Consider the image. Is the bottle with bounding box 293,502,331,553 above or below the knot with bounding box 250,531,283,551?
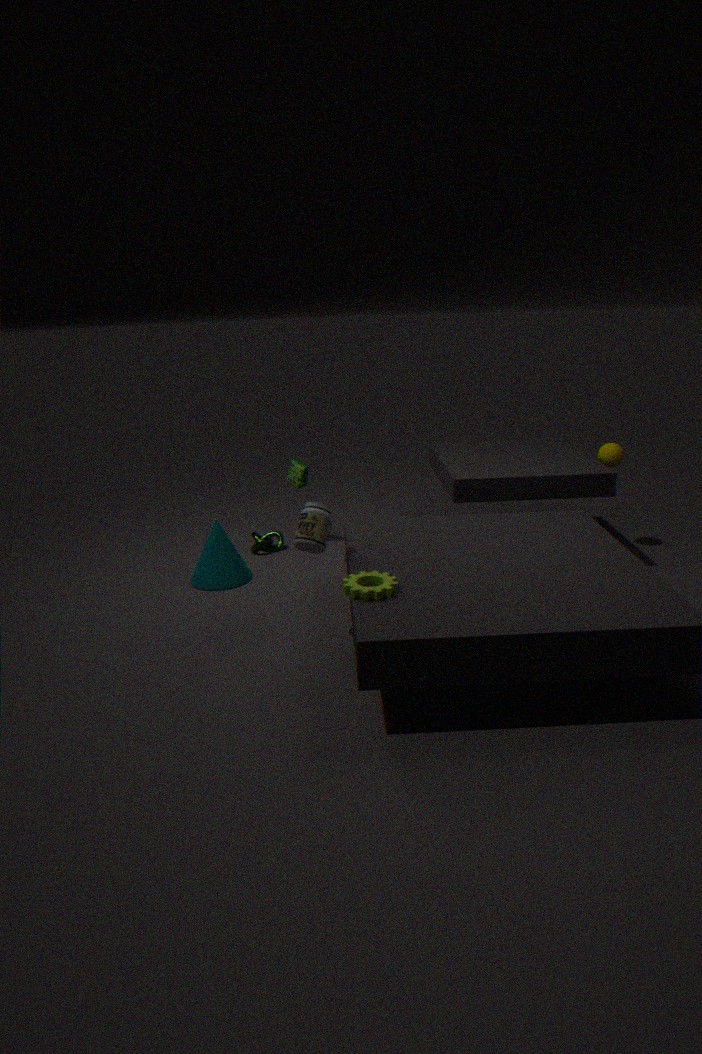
above
